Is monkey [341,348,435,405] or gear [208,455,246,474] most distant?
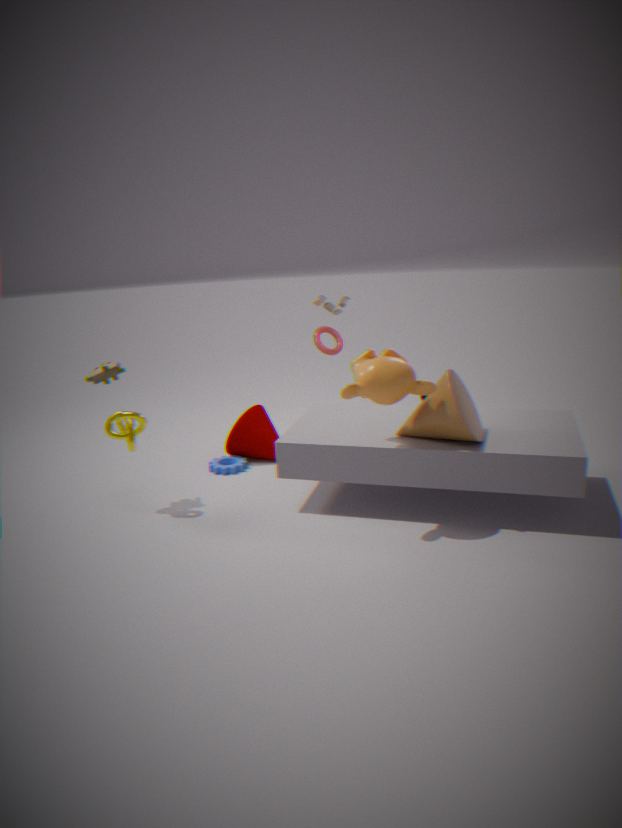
gear [208,455,246,474]
